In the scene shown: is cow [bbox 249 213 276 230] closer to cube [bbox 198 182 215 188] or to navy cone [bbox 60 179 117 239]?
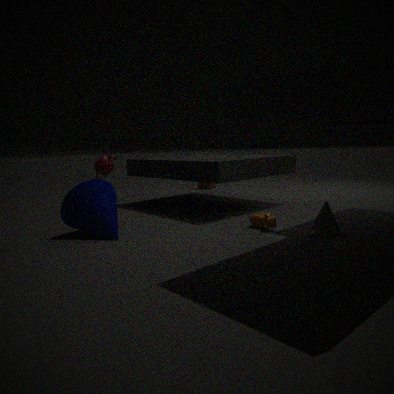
navy cone [bbox 60 179 117 239]
